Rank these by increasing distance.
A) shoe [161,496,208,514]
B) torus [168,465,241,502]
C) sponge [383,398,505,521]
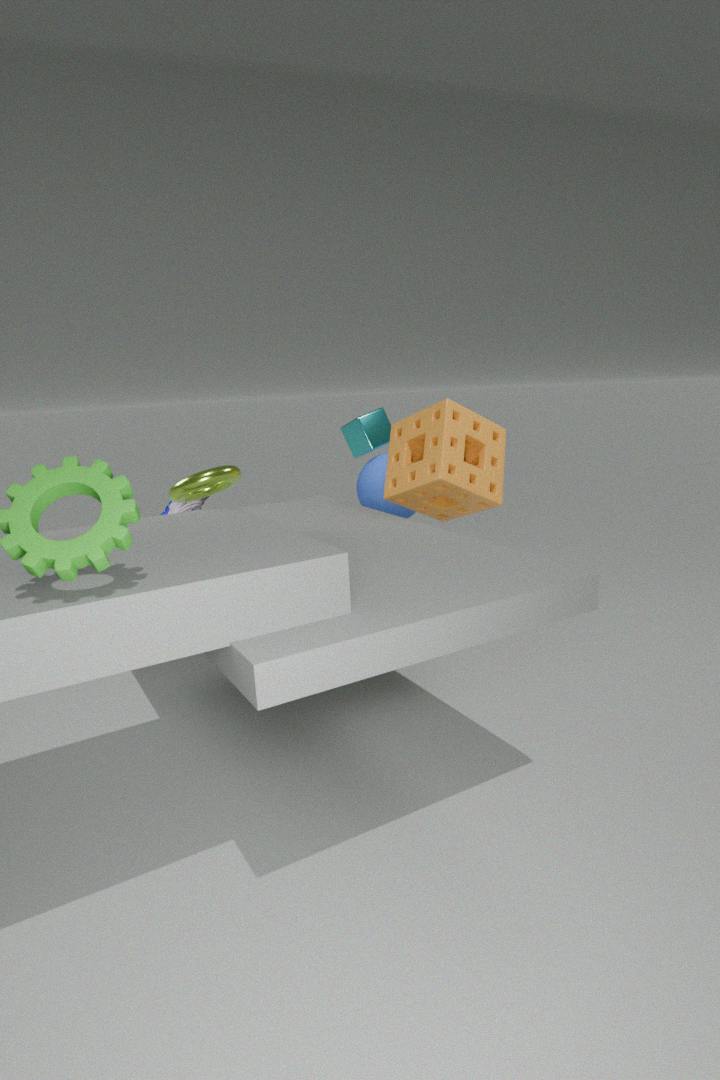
torus [168,465,241,502] < sponge [383,398,505,521] < shoe [161,496,208,514]
